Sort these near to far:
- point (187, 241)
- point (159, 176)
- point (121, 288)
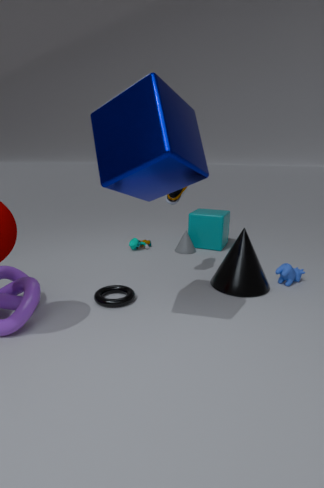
point (159, 176) → point (121, 288) → point (187, 241)
